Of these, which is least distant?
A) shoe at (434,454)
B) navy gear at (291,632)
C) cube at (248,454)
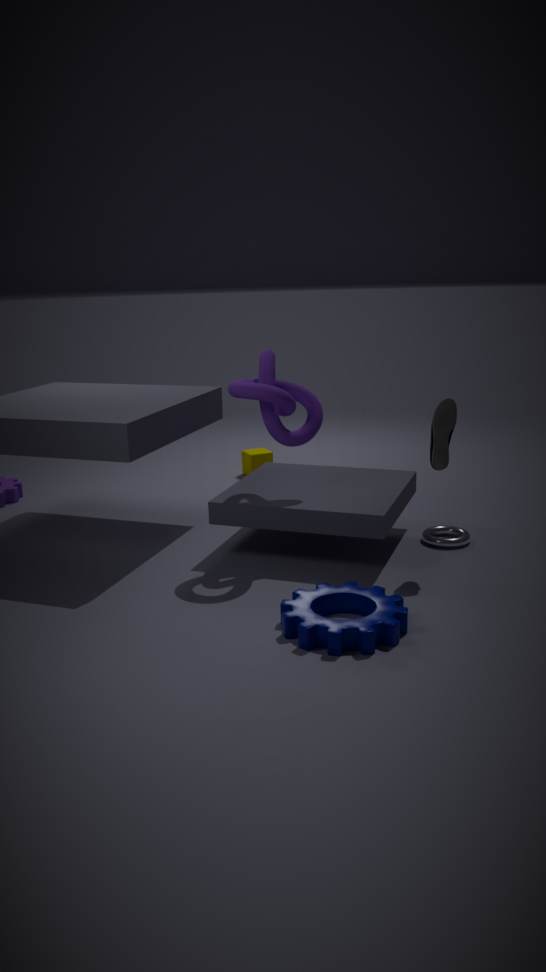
navy gear at (291,632)
